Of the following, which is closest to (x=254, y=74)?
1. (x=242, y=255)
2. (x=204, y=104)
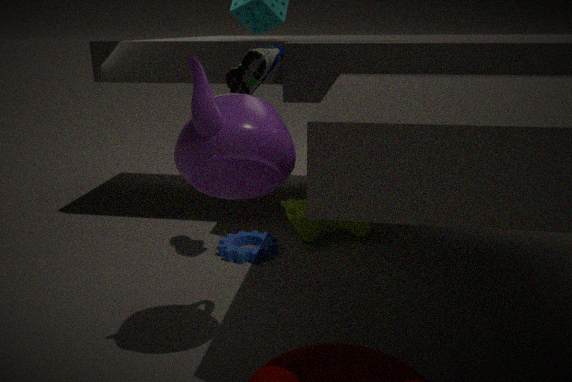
(x=204, y=104)
